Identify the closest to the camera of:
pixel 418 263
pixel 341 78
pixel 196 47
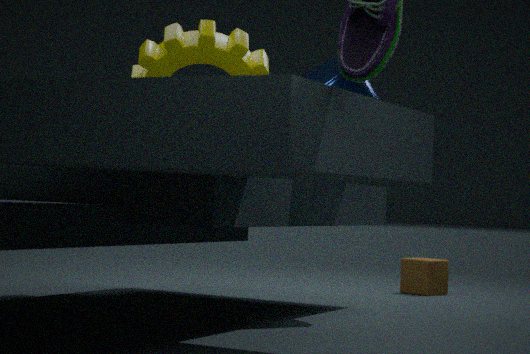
pixel 196 47
